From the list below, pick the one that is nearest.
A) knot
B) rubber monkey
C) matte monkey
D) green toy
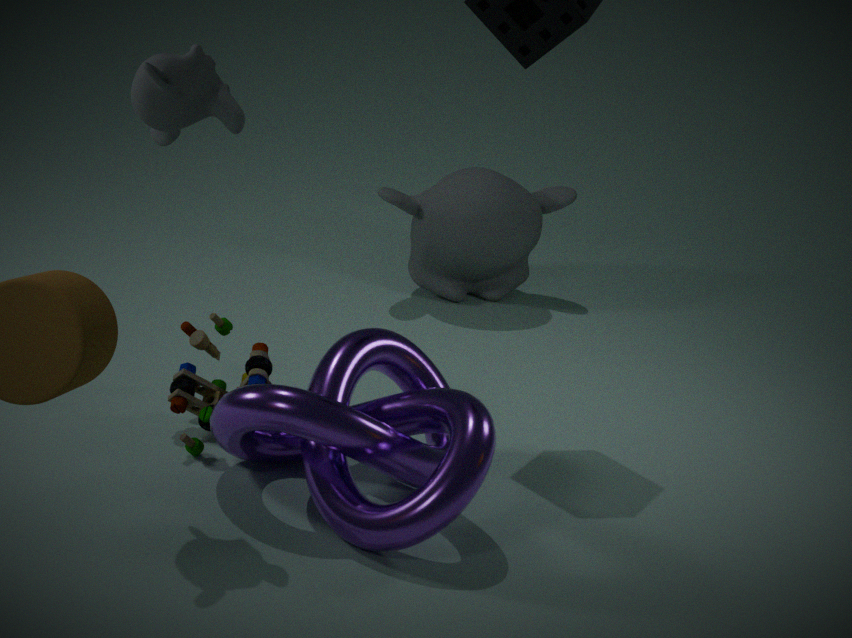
rubber monkey
